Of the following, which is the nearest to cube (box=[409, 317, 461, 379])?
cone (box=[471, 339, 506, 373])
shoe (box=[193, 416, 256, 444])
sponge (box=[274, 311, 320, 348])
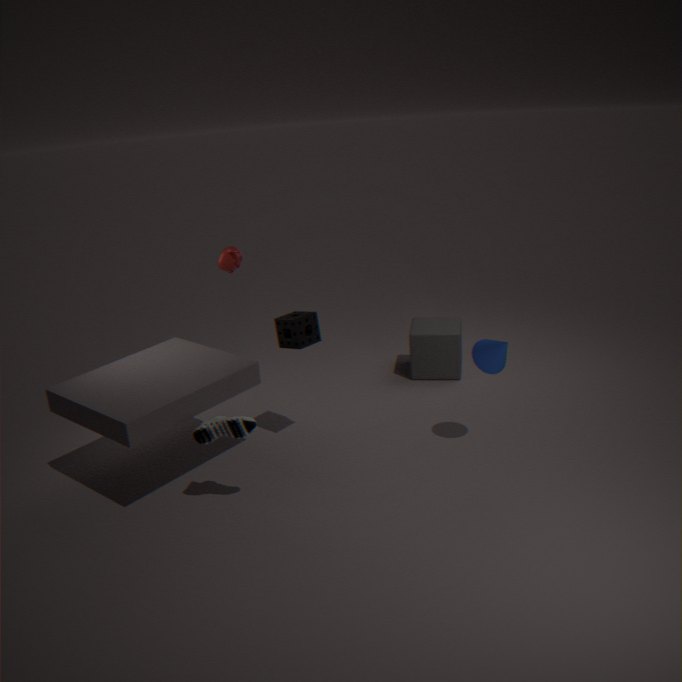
cone (box=[471, 339, 506, 373])
